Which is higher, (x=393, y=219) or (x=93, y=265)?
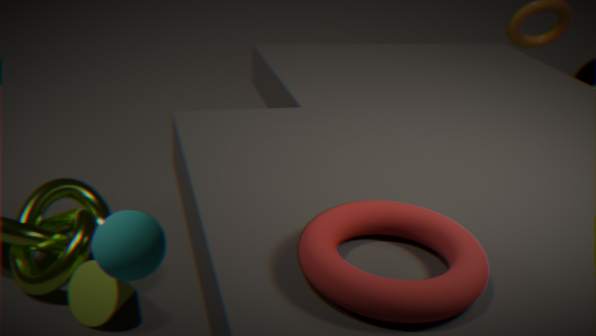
(x=393, y=219)
